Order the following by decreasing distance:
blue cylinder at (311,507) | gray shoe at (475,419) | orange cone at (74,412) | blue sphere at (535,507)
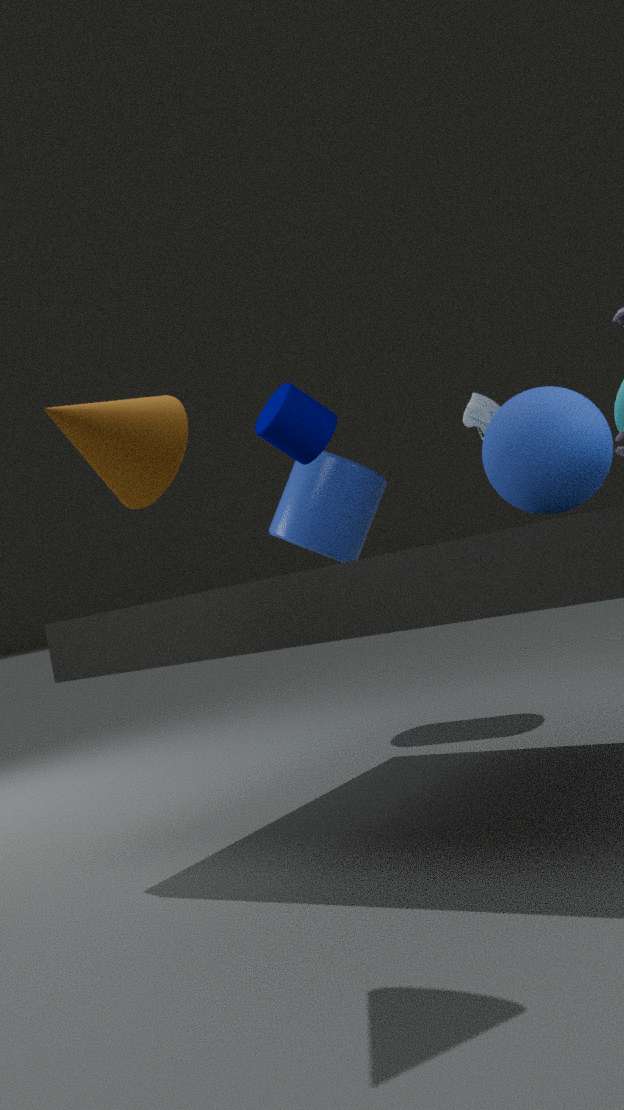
blue cylinder at (311,507), gray shoe at (475,419), blue sphere at (535,507), orange cone at (74,412)
